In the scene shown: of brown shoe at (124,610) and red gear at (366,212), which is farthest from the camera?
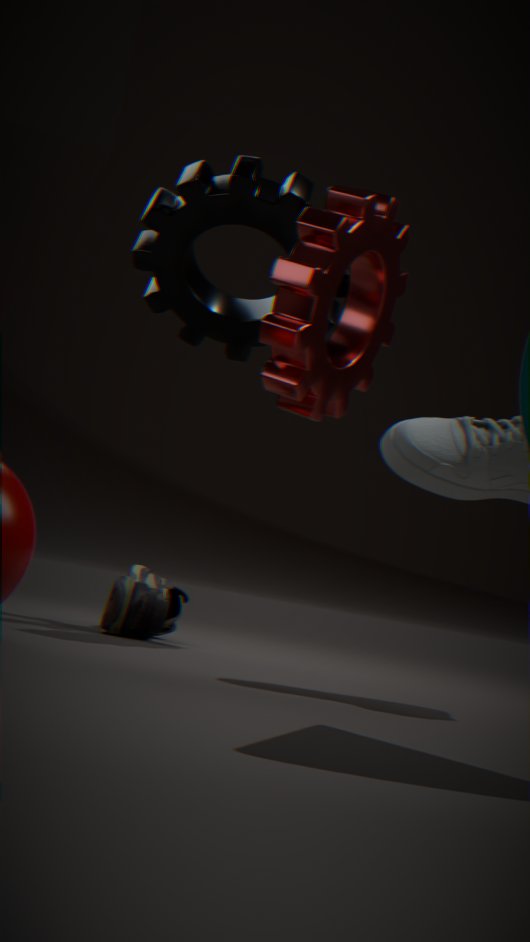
brown shoe at (124,610)
